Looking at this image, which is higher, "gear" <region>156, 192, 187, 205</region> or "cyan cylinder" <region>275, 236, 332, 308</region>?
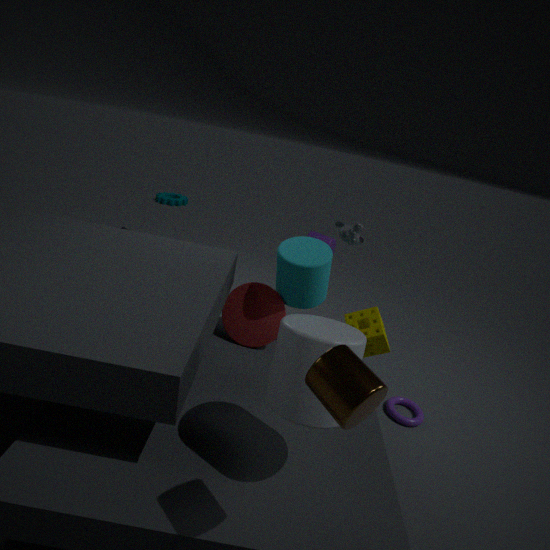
"cyan cylinder" <region>275, 236, 332, 308</region>
